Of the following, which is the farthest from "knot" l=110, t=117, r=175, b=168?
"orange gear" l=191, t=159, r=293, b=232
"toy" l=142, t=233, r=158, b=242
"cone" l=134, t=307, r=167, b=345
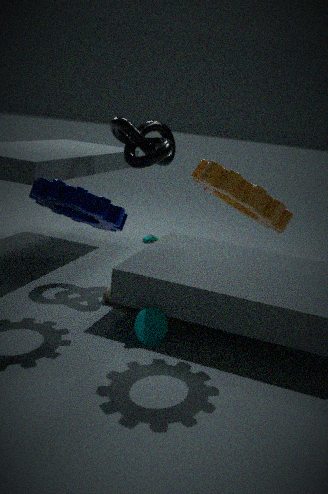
"toy" l=142, t=233, r=158, b=242
